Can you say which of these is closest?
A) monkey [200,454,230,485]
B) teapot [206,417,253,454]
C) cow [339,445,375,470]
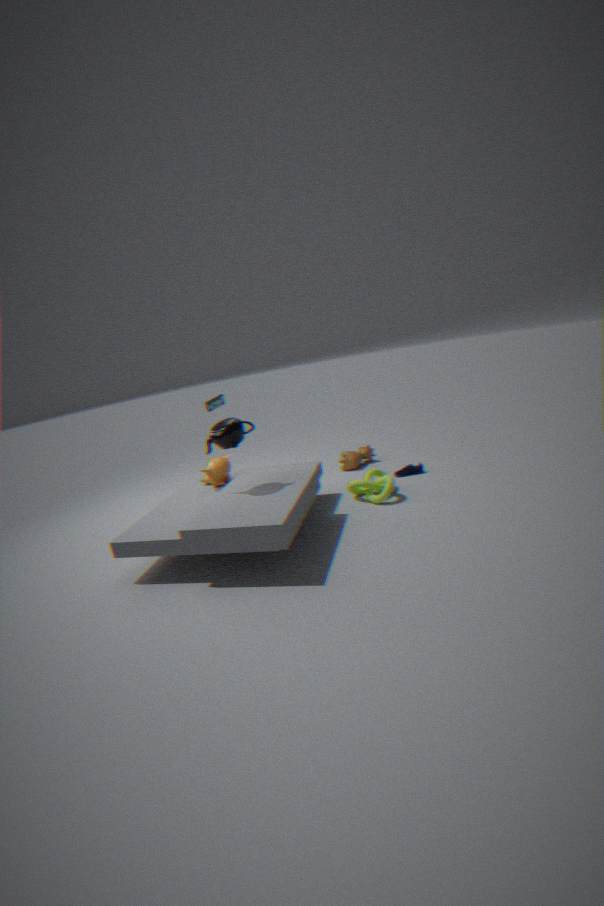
teapot [206,417,253,454]
